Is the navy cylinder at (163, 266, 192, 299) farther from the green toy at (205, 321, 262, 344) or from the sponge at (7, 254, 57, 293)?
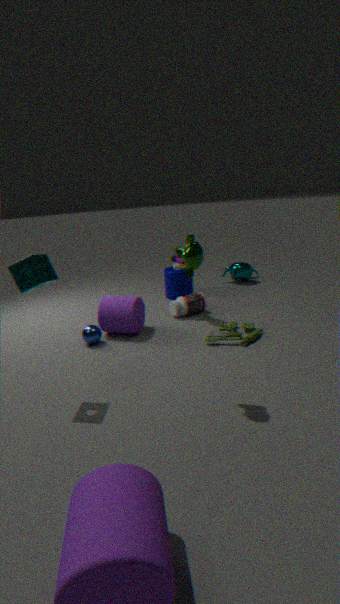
the sponge at (7, 254, 57, 293)
